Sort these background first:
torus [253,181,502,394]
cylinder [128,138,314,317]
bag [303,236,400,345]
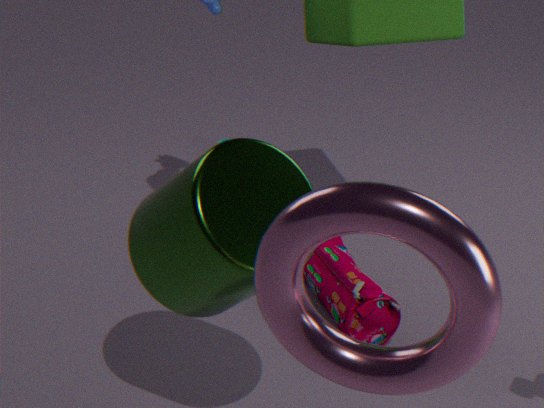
bag [303,236,400,345]
cylinder [128,138,314,317]
torus [253,181,502,394]
